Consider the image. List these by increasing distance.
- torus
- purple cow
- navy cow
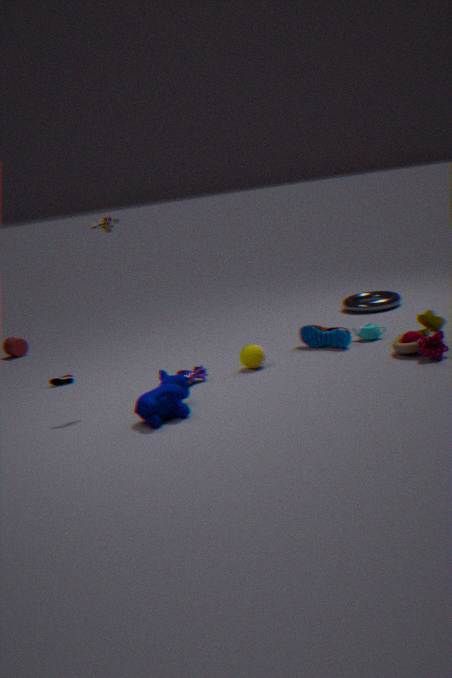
navy cow → purple cow → torus
